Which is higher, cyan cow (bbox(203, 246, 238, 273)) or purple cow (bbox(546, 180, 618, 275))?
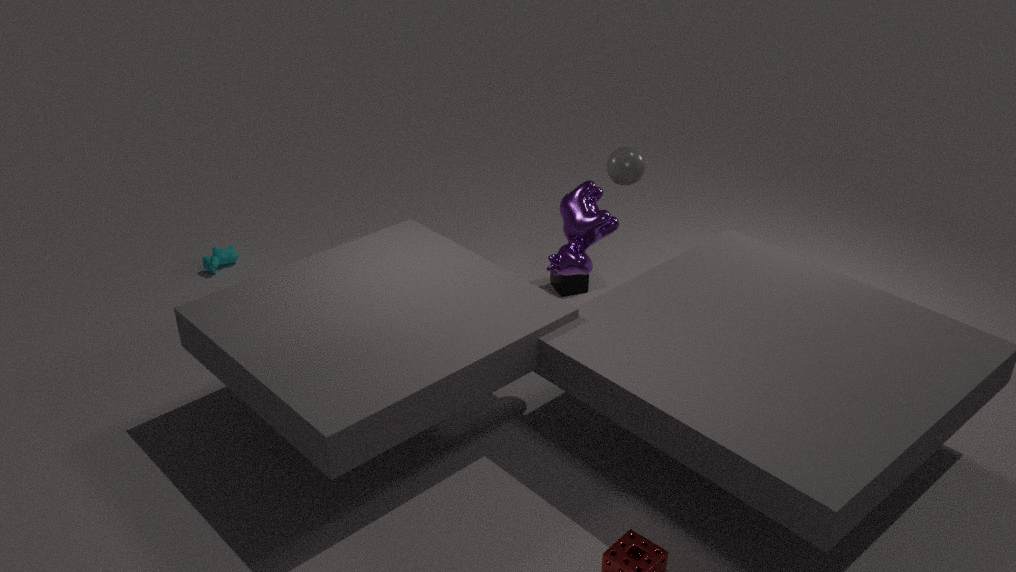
purple cow (bbox(546, 180, 618, 275))
